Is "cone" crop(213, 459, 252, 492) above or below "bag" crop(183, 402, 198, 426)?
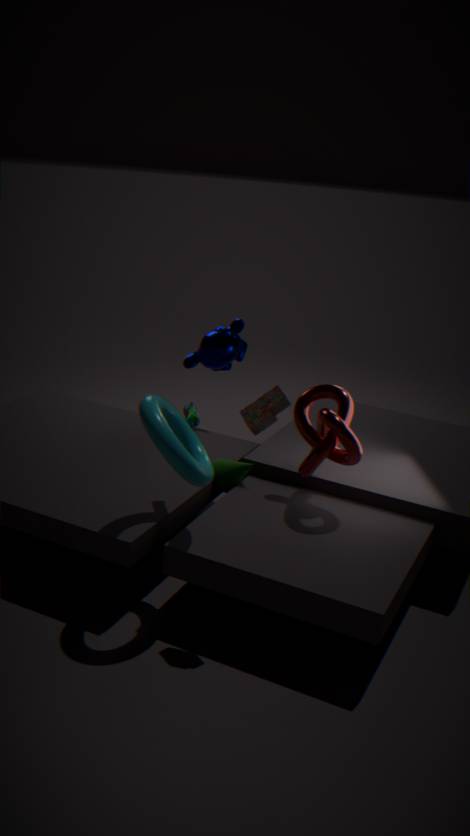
below
